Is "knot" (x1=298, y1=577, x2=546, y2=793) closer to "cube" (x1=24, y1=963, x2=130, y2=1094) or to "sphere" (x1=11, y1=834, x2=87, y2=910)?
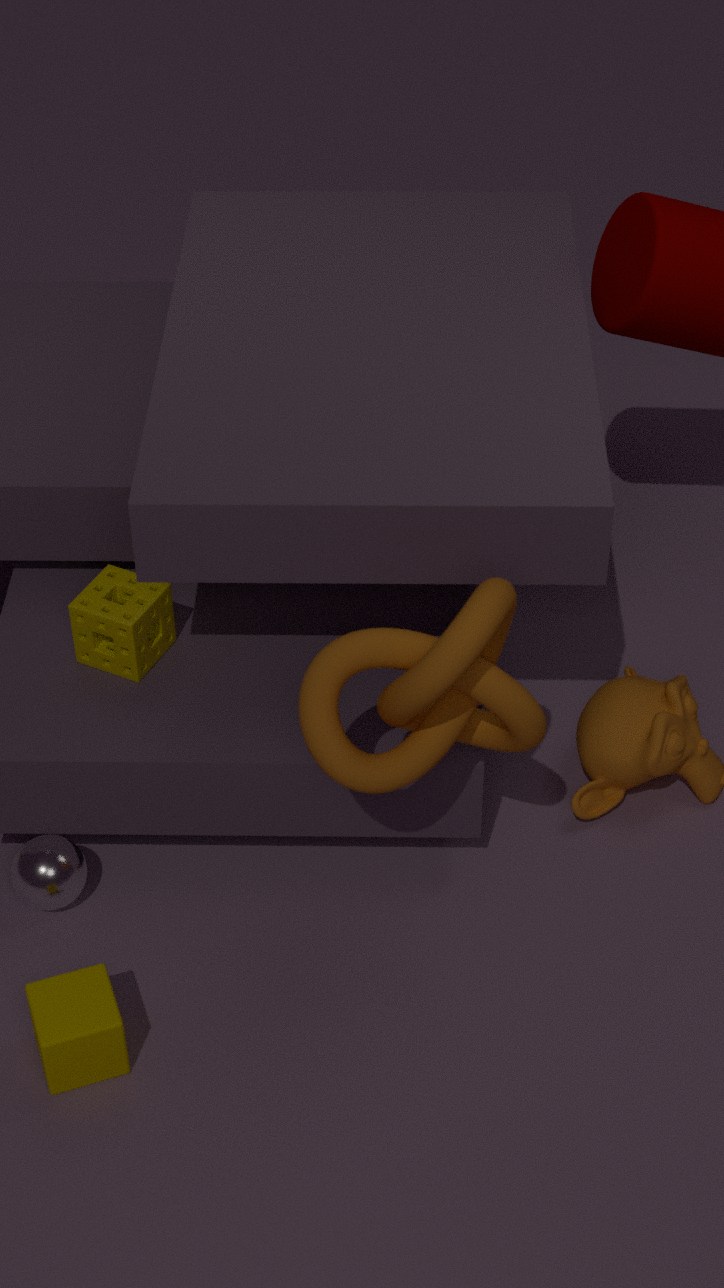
"cube" (x1=24, y1=963, x2=130, y2=1094)
